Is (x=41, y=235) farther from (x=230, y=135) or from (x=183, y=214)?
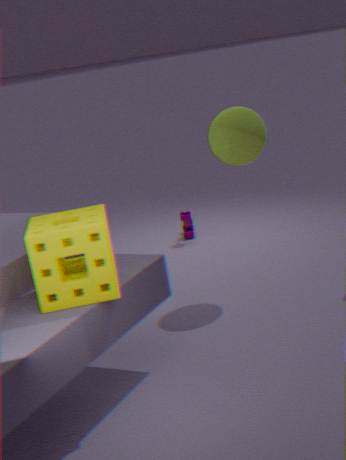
(x=183, y=214)
